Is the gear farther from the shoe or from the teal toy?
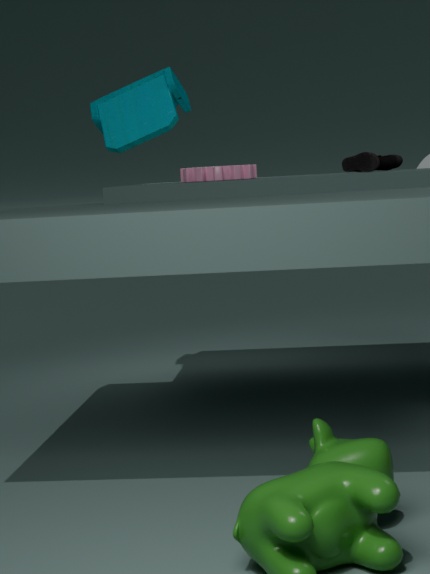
the shoe
